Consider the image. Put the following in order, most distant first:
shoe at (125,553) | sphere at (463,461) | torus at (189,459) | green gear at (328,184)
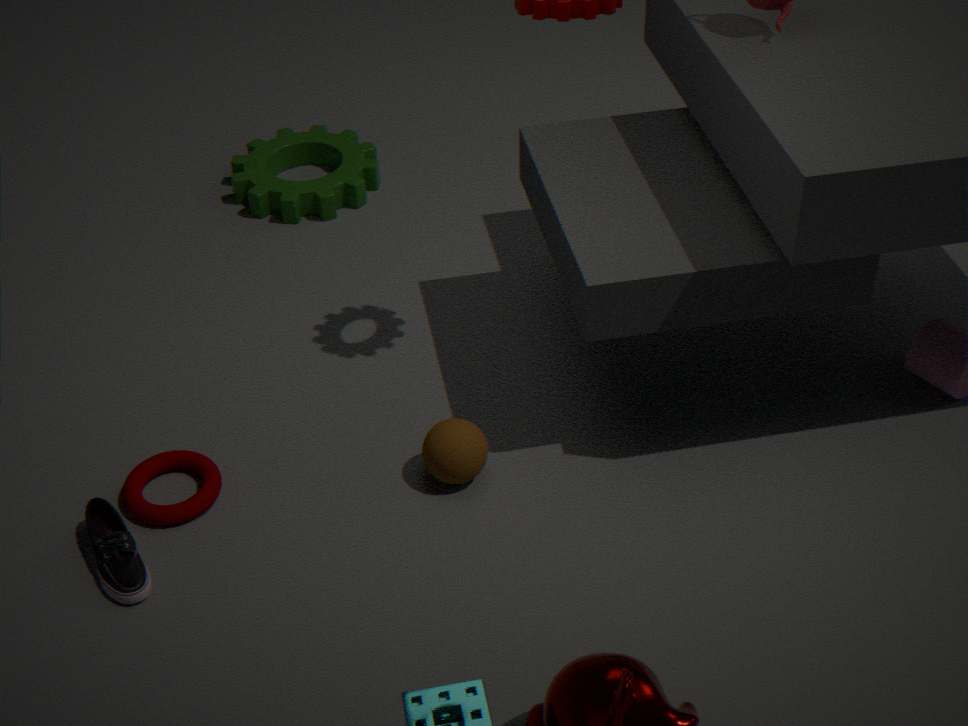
green gear at (328,184)
sphere at (463,461)
torus at (189,459)
shoe at (125,553)
